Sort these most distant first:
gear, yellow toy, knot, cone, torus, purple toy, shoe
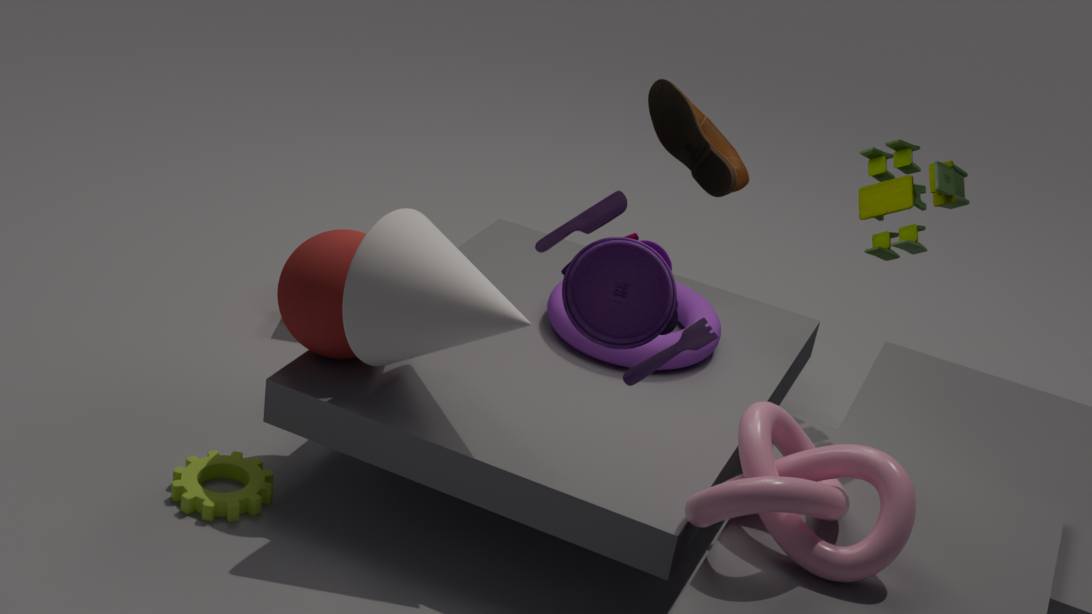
shoe, torus, yellow toy, gear, cone, knot, purple toy
